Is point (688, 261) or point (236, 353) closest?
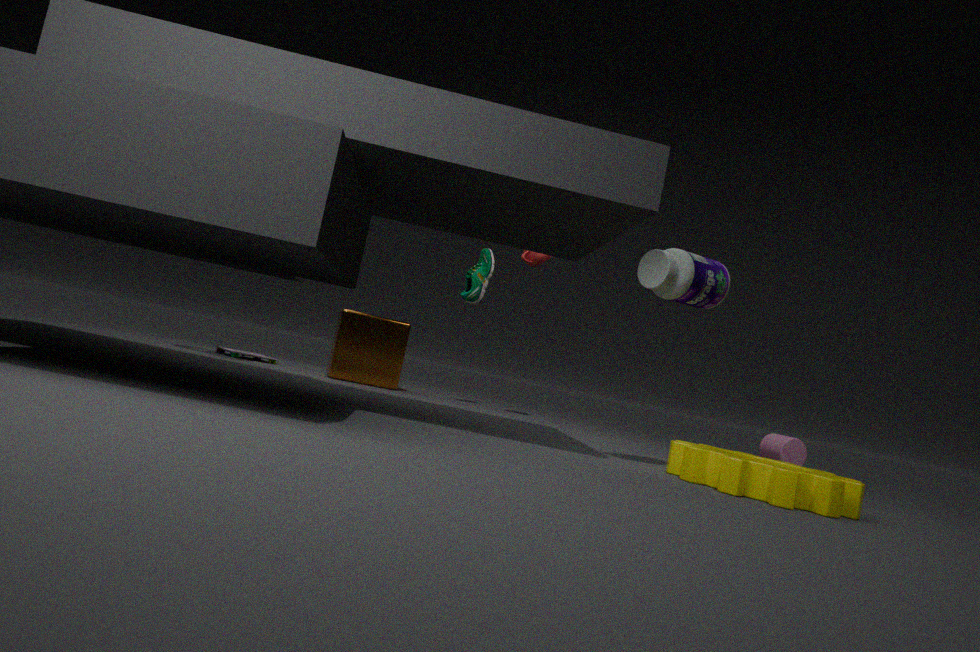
point (688, 261)
